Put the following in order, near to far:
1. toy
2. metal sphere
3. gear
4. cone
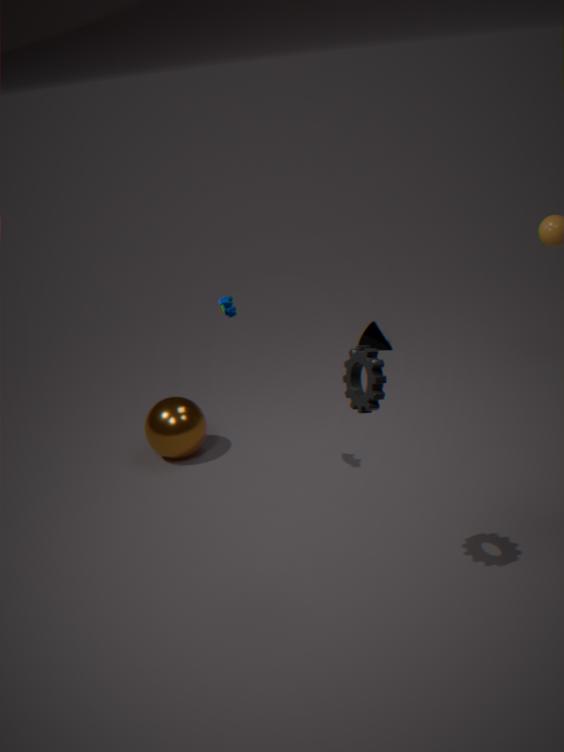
1. gear
2. toy
3. metal sphere
4. cone
